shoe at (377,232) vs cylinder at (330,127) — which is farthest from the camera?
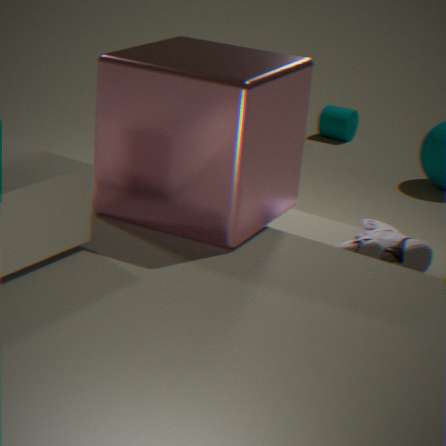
cylinder at (330,127)
